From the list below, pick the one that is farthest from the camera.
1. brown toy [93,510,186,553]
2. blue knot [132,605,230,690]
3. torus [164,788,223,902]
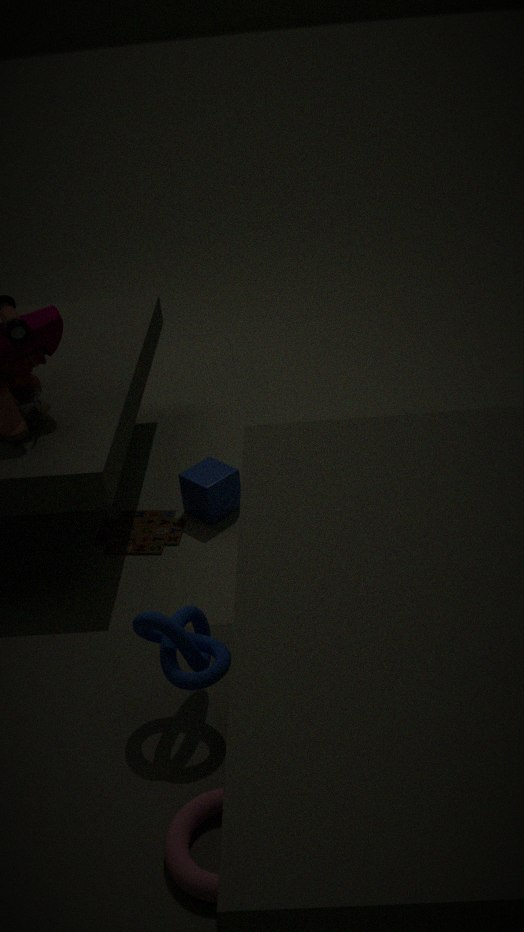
brown toy [93,510,186,553]
